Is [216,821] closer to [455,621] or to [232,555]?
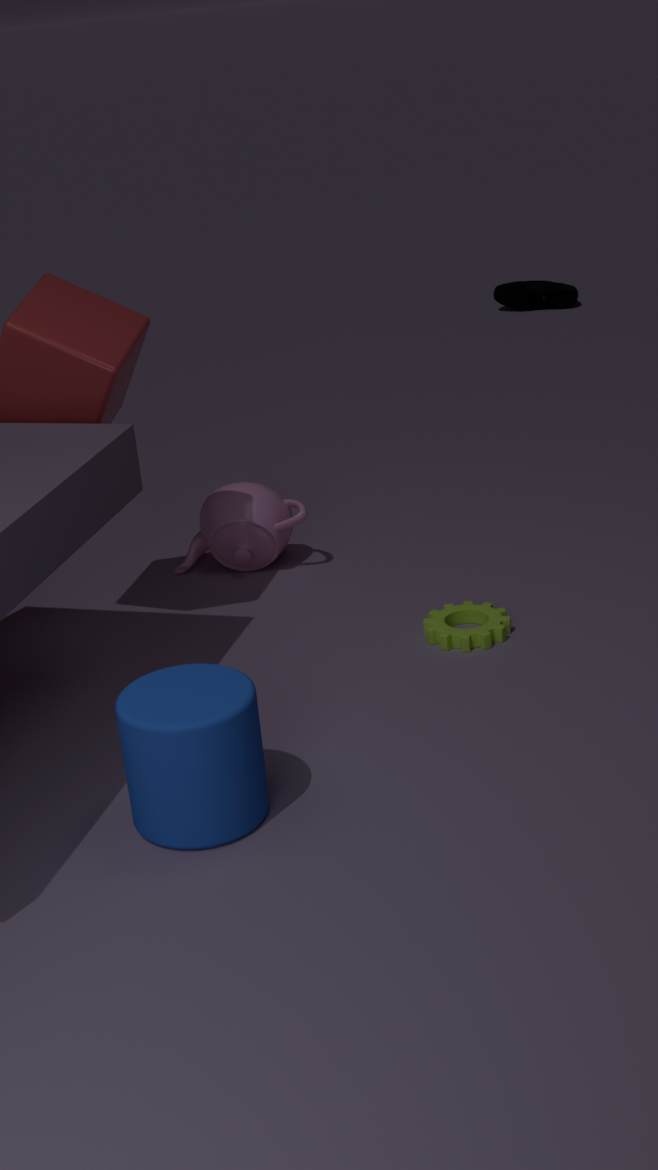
[455,621]
